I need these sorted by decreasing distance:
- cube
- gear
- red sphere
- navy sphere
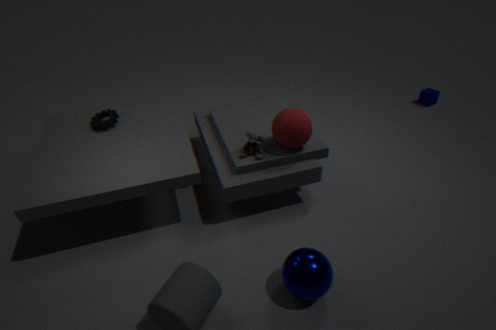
1. cube
2. gear
3. red sphere
4. navy sphere
